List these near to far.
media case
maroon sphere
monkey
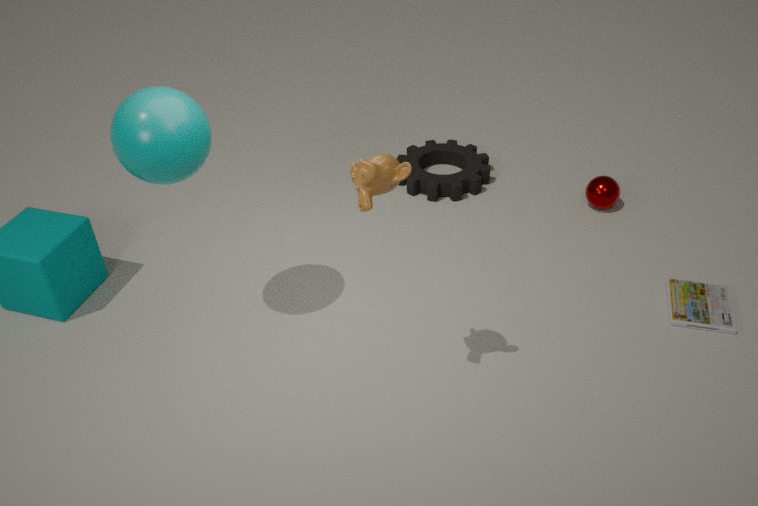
monkey
media case
maroon sphere
